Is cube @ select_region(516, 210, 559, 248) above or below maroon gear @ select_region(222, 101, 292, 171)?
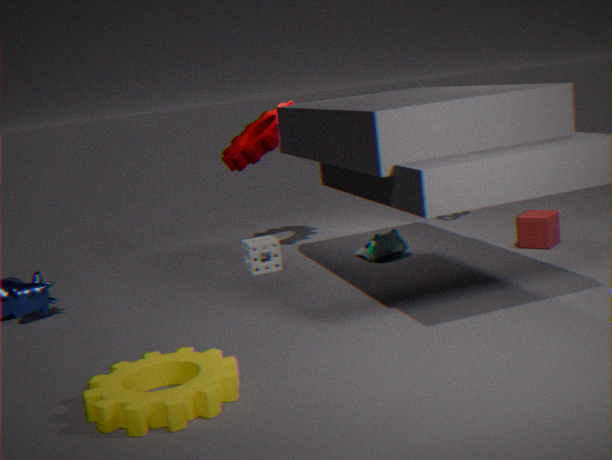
below
